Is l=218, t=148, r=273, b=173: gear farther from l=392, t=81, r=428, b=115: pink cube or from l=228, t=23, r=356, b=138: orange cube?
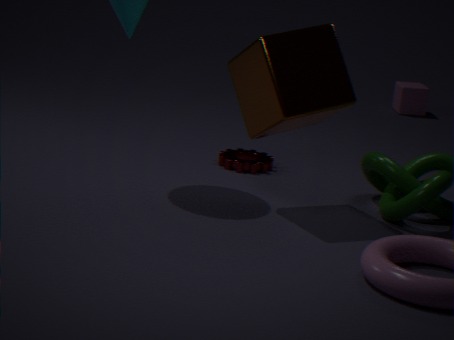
l=392, t=81, r=428, b=115: pink cube
